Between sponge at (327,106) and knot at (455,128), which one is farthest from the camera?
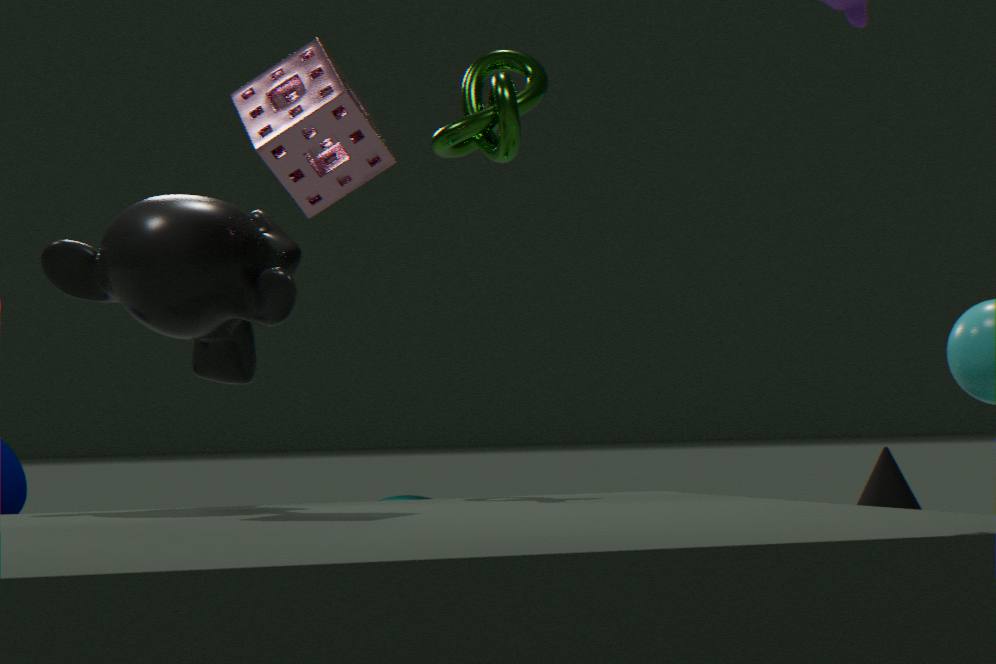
knot at (455,128)
